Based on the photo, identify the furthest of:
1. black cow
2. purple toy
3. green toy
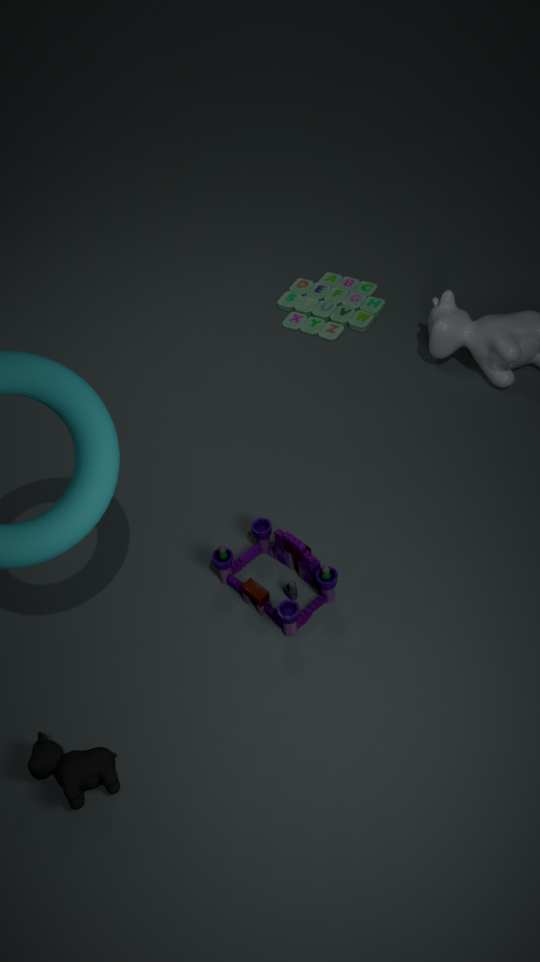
green toy
